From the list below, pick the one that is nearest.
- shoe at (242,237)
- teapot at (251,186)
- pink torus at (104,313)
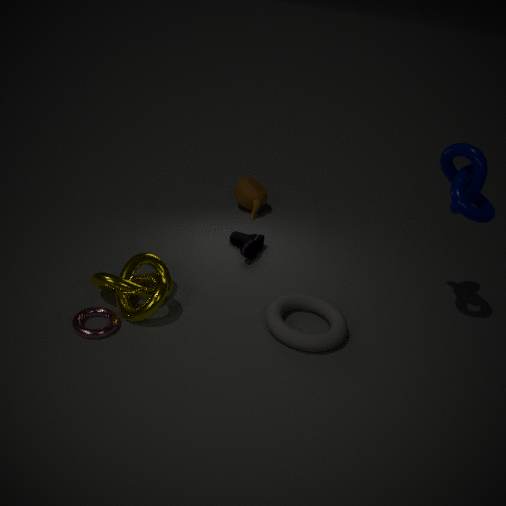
pink torus at (104,313)
